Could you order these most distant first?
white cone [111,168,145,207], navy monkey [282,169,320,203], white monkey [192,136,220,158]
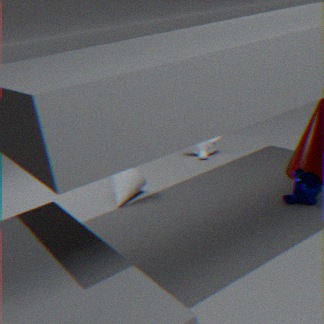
white monkey [192,136,220,158]
white cone [111,168,145,207]
navy monkey [282,169,320,203]
